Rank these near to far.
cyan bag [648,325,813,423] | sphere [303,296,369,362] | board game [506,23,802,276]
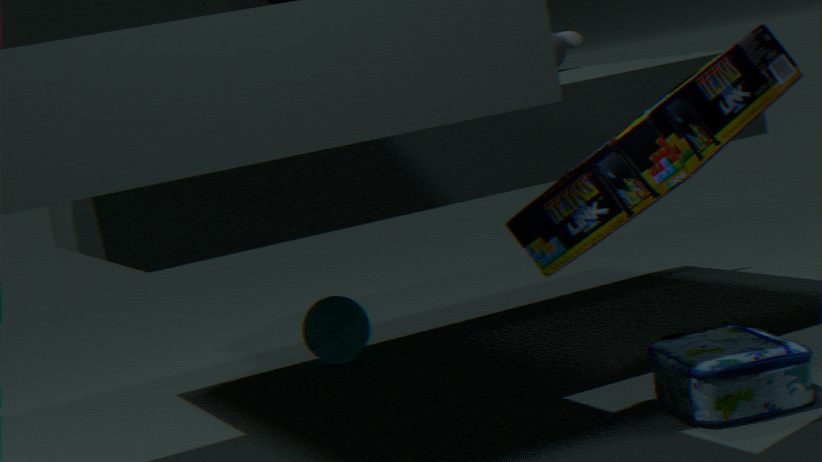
board game [506,23,802,276] → cyan bag [648,325,813,423] → sphere [303,296,369,362]
